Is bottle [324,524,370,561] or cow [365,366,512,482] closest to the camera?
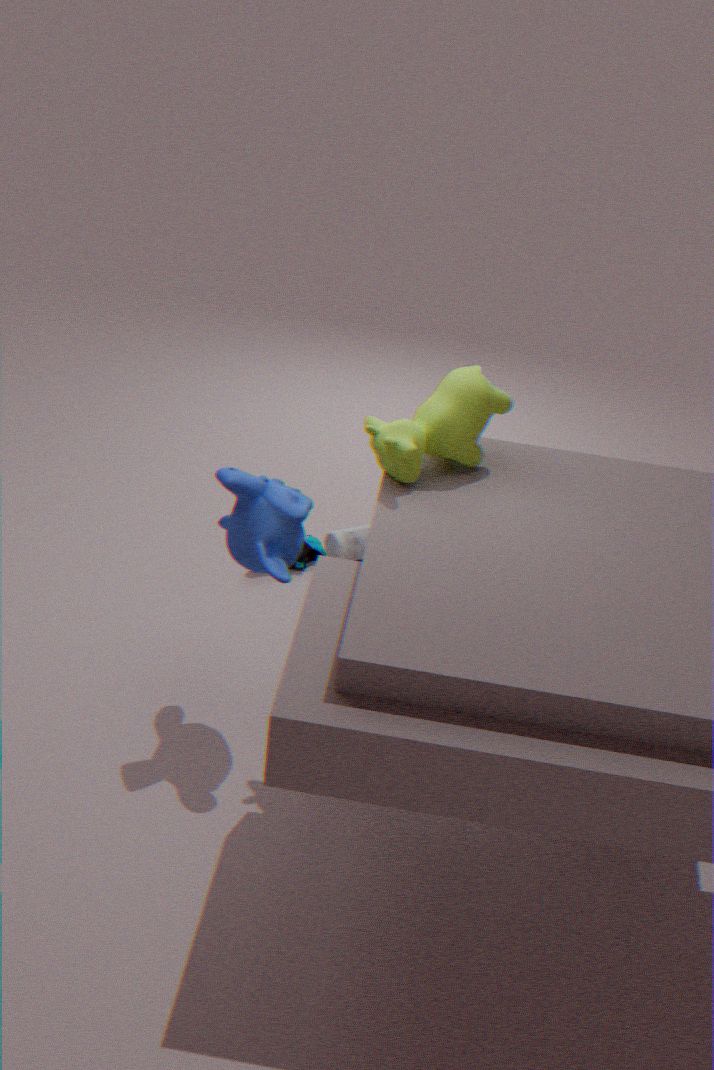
cow [365,366,512,482]
